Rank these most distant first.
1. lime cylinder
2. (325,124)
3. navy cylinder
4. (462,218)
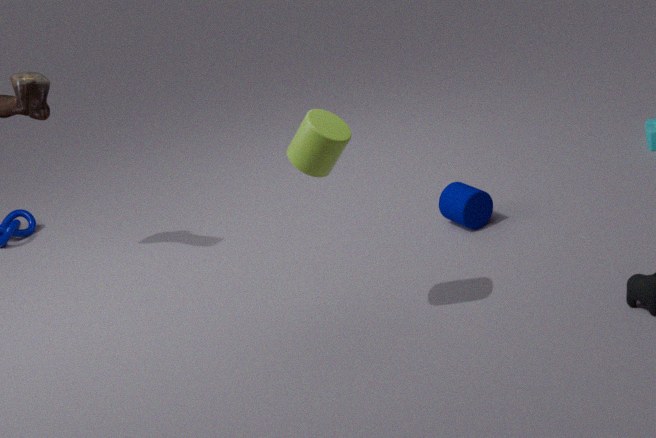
1. (462,218)
2. (325,124)
3. navy cylinder
4. lime cylinder
